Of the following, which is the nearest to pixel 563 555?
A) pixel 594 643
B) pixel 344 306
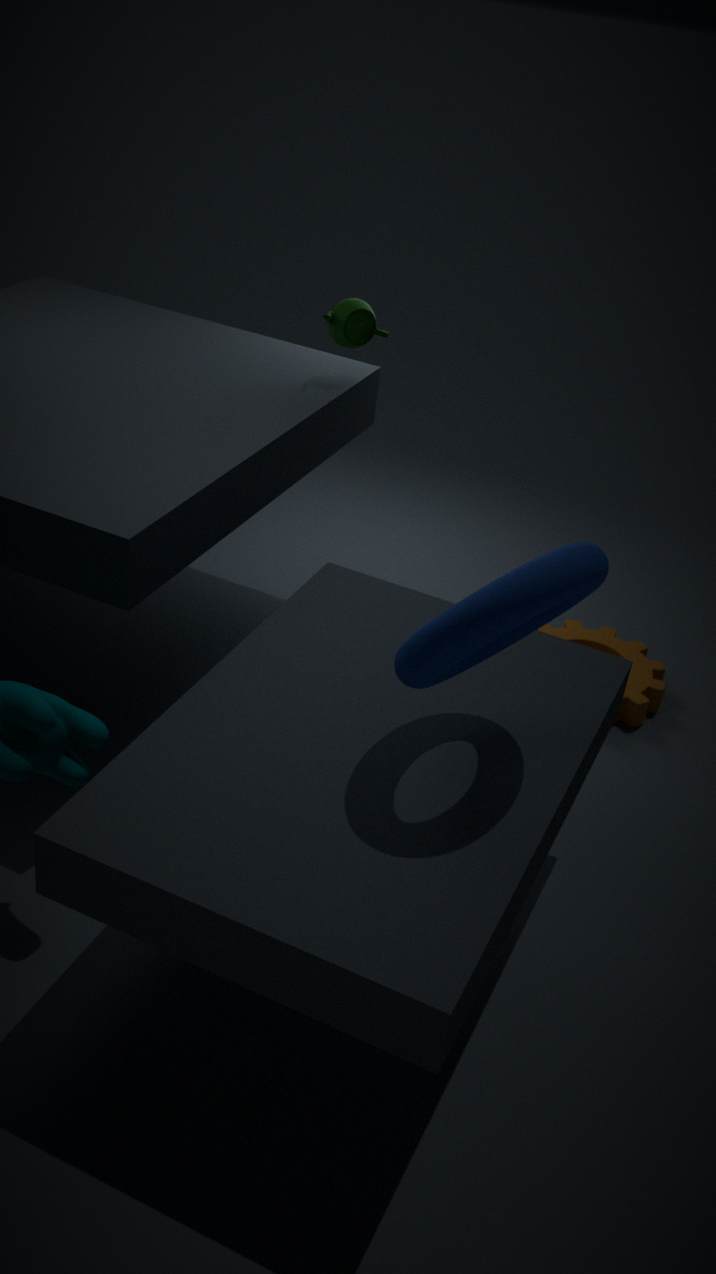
pixel 594 643
